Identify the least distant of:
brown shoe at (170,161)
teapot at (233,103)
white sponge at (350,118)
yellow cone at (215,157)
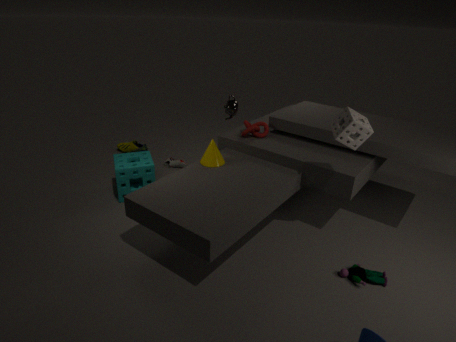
white sponge at (350,118)
